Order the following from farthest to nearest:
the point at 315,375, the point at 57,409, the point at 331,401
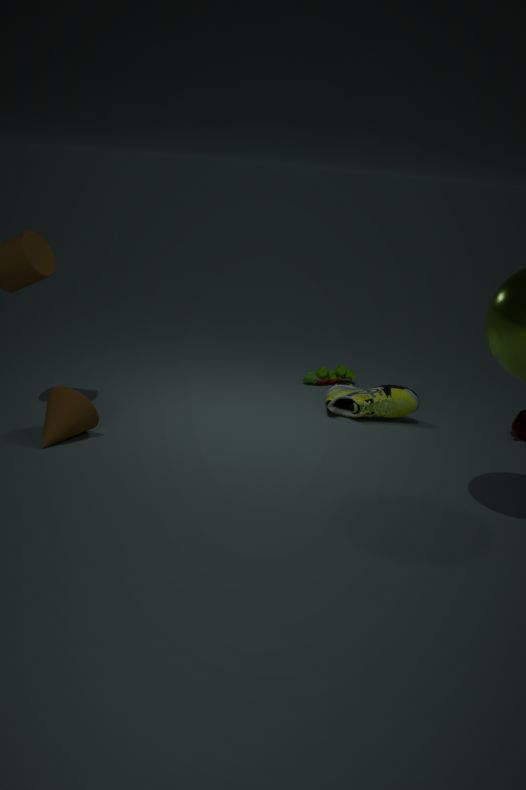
the point at 315,375 → the point at 331,401 → the point at 57,409
